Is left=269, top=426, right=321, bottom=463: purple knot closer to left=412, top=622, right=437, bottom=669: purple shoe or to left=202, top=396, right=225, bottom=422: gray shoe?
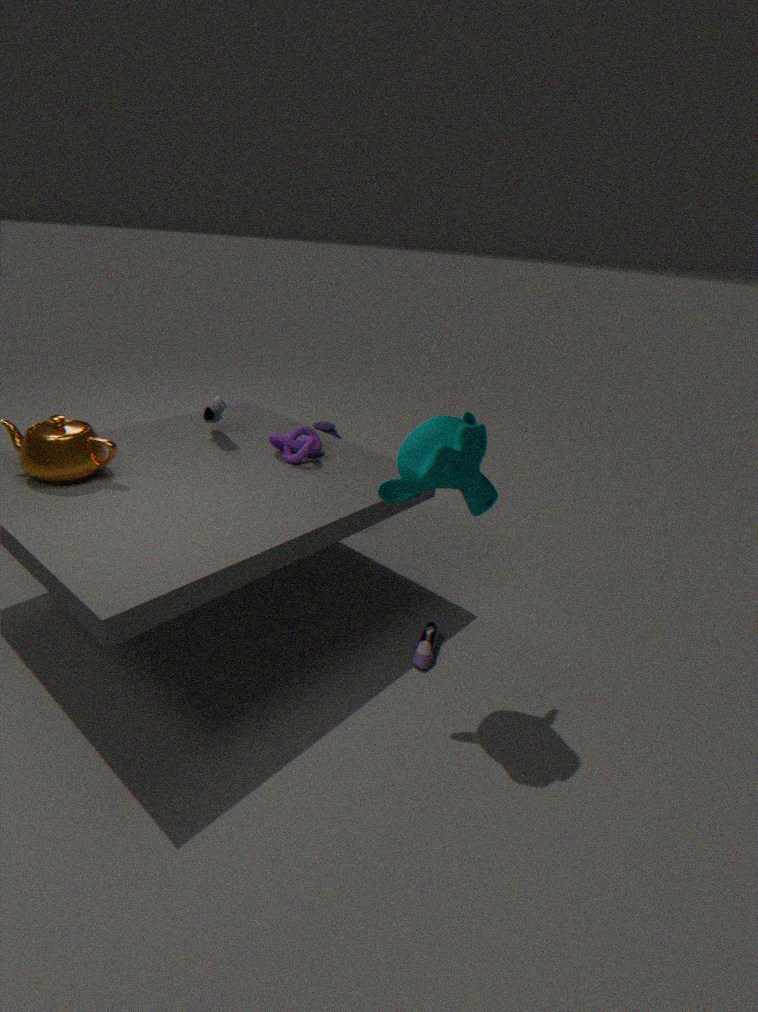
left=202, top=396, right=225, bottom=422: gray shoe
